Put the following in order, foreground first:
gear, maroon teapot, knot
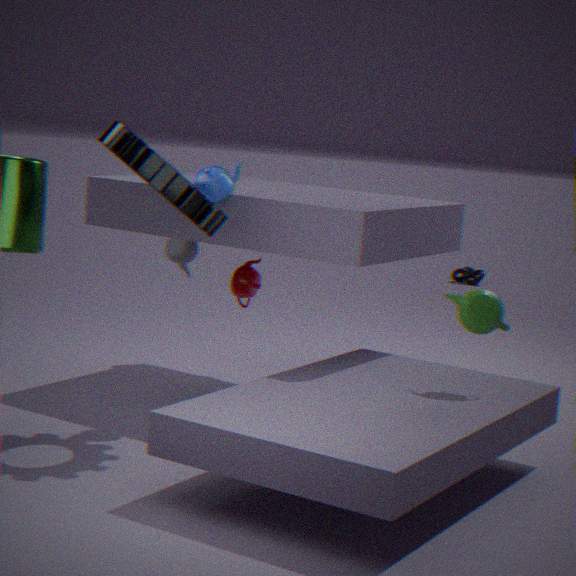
gear → maroon teapot → knot
